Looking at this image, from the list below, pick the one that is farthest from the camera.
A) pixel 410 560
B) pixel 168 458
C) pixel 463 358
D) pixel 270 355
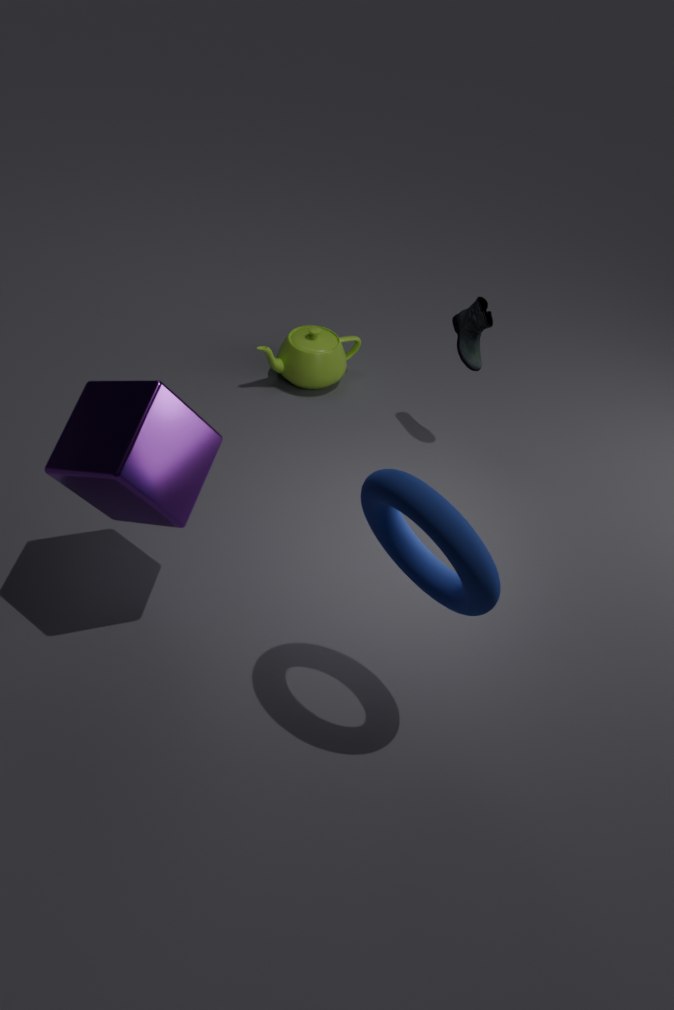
pixel 270 355
